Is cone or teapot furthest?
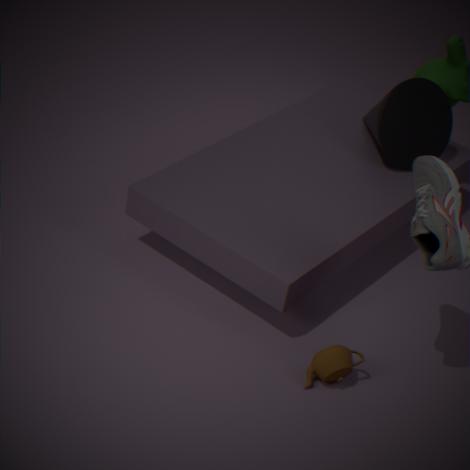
cone
